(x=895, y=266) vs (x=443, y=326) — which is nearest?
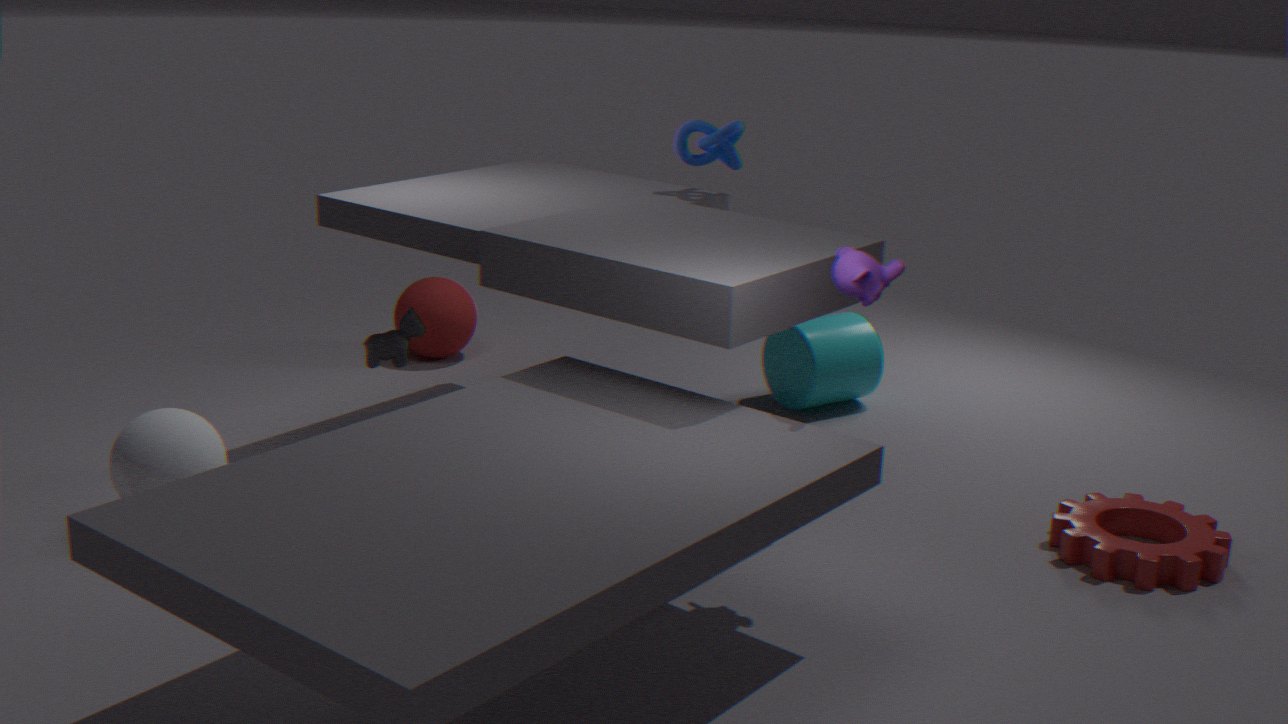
(x=895, y=266)
